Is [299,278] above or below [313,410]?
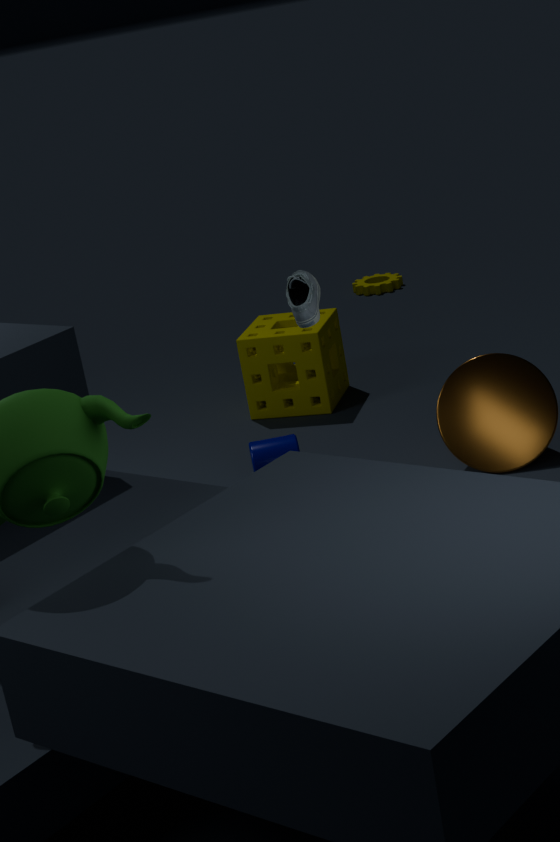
above
